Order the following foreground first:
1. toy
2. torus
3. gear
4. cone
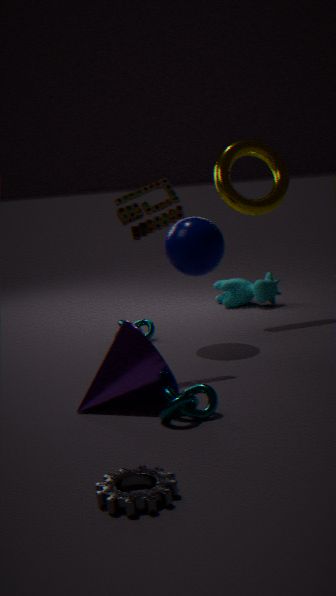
gear < cone < toy < torus
